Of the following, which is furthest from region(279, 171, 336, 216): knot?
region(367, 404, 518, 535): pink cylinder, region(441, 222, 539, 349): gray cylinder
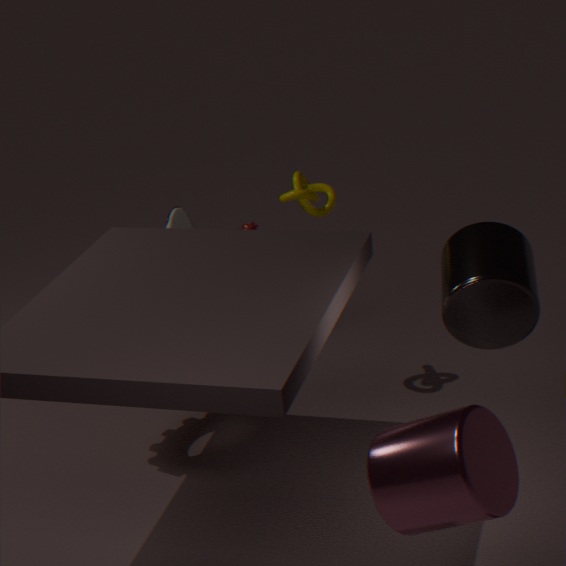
region(367, 404, 518, 535): pink cylinder
